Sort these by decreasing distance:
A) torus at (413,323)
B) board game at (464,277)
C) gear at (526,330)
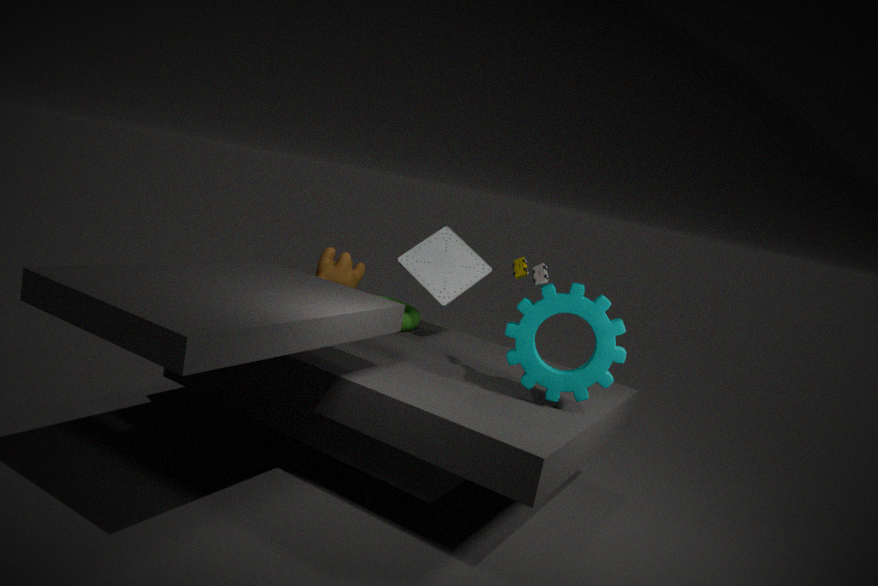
torus at (413,323) → board game at (464,277) → gear at (526,330)
